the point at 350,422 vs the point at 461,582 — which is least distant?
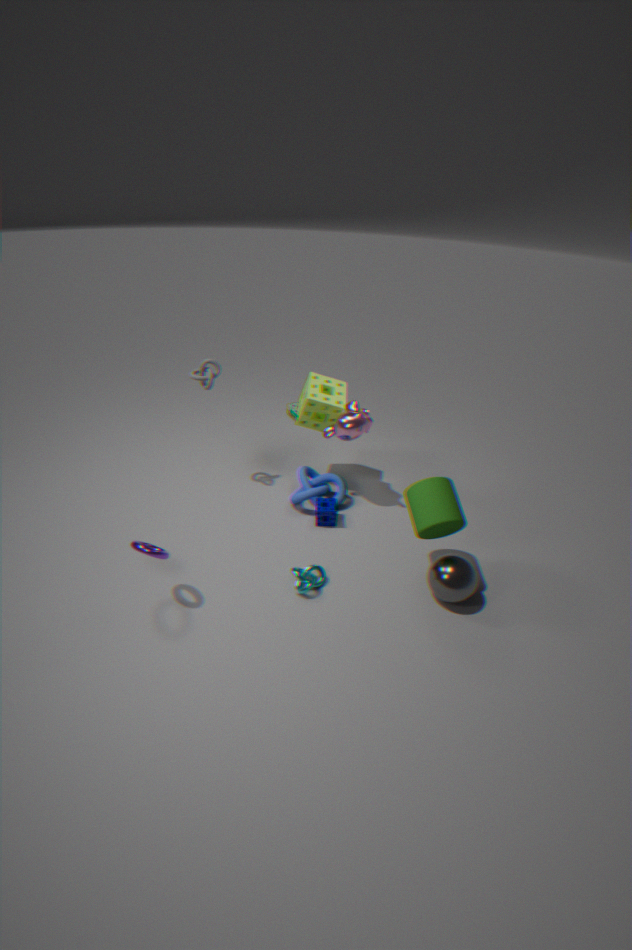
the point at 461,582
